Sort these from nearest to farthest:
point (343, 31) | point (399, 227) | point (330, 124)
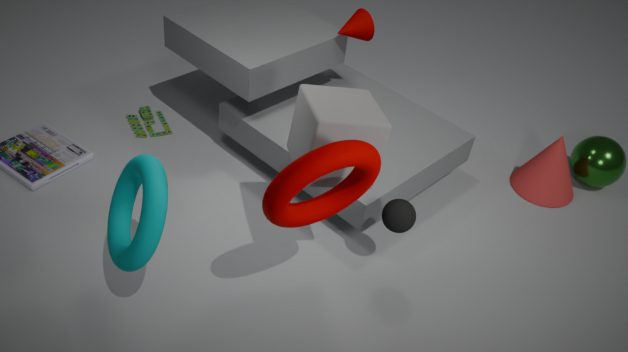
point (330, 124), point (399, 227), point (343, 31)
